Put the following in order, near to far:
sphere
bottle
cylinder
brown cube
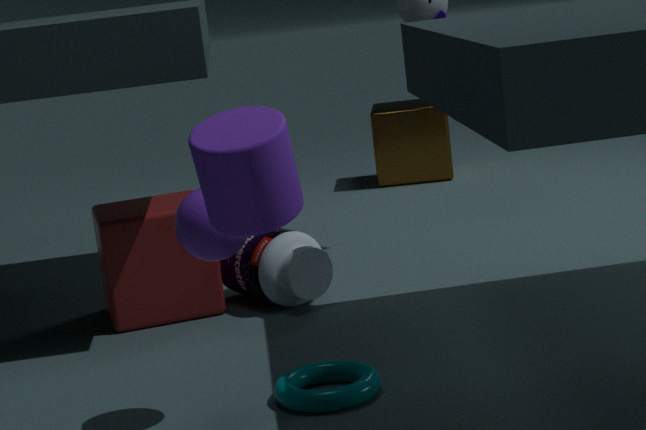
1. cylinder
2. sphere
3. bottle
4. brown cube
